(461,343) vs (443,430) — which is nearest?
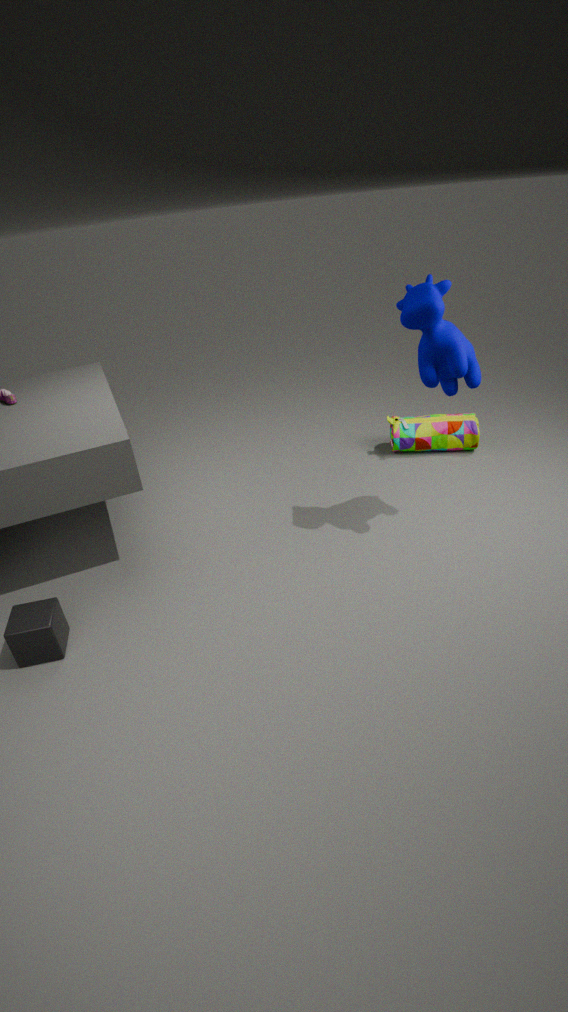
(461,343)
